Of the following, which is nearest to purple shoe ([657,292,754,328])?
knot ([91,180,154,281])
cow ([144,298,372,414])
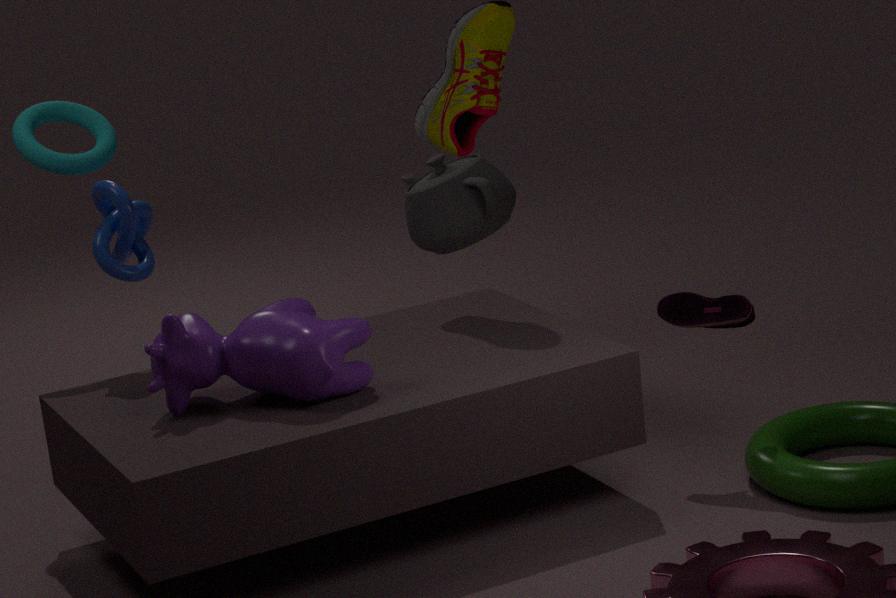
cow ([144,298,372,414])
